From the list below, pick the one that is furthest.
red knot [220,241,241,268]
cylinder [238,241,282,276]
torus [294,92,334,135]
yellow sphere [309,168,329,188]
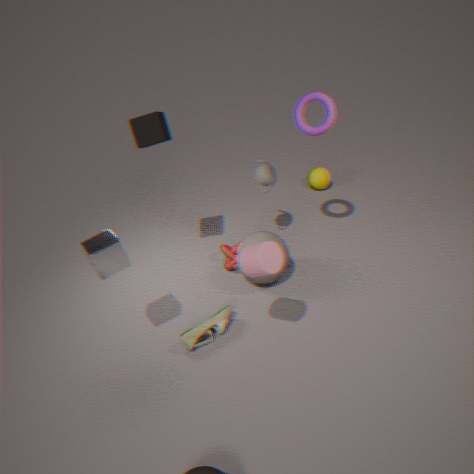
yellow sphere [309,168,329,188]
